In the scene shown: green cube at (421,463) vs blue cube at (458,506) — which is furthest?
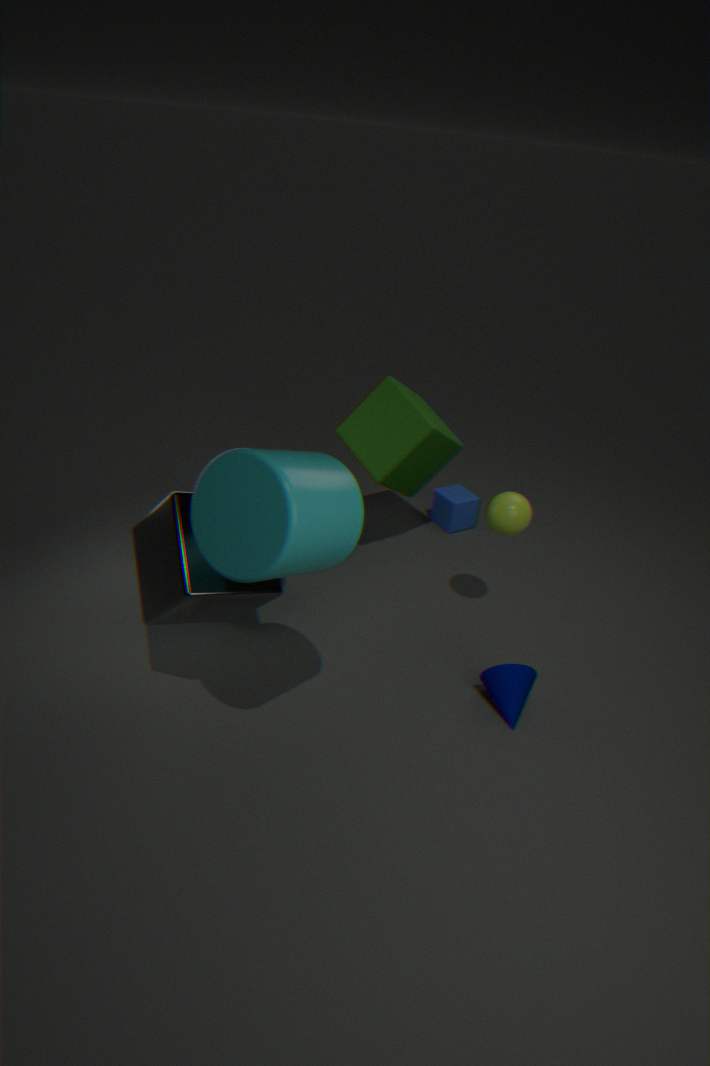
blue cube at (458,506)
